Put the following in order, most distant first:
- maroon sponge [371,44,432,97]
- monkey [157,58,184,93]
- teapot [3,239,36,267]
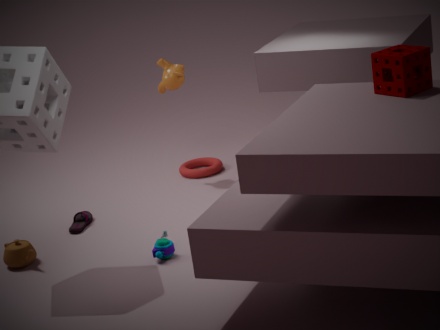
monkey [157,58,184,93] < teapot [3,239,36,267] < maroon sponge [371,44,432,97]
